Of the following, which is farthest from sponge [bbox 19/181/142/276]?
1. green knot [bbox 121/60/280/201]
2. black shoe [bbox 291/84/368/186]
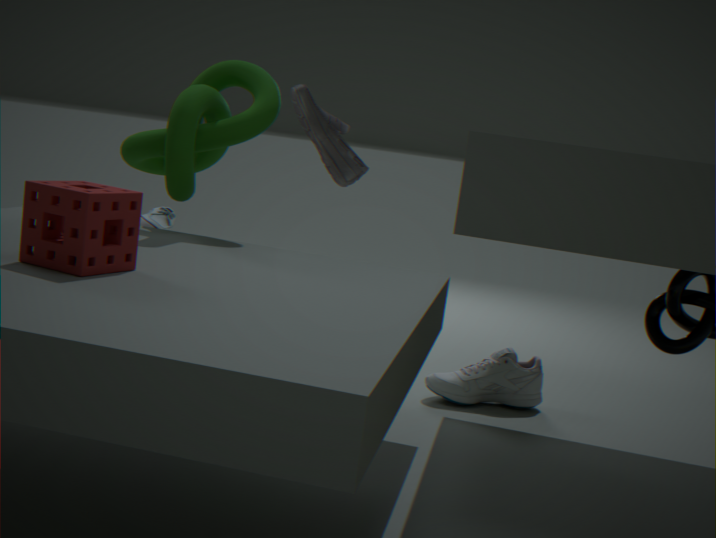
black shoe [bbox 291/84/368/186]
